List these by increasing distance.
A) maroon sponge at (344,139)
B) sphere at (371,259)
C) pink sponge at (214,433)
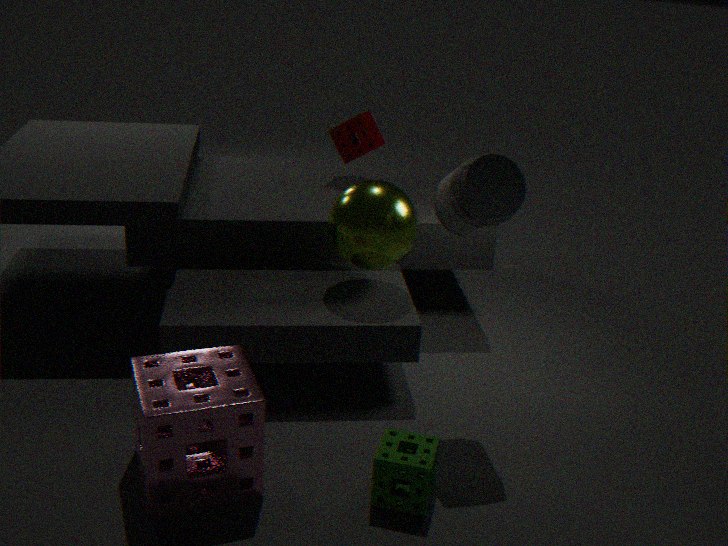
pink sponge at (214,433) < sphere at (371,259) < maroon sponge at (344,139)
